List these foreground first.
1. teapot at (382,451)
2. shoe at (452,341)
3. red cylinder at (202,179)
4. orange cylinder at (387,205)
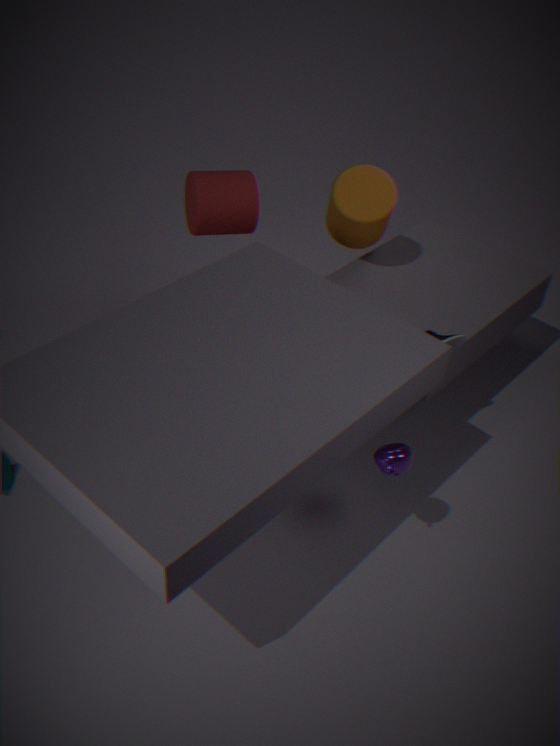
teapot at (382,451)
shoe at (452,341)
orange cylinder at (387,205)
red cylinder at (202,179)
